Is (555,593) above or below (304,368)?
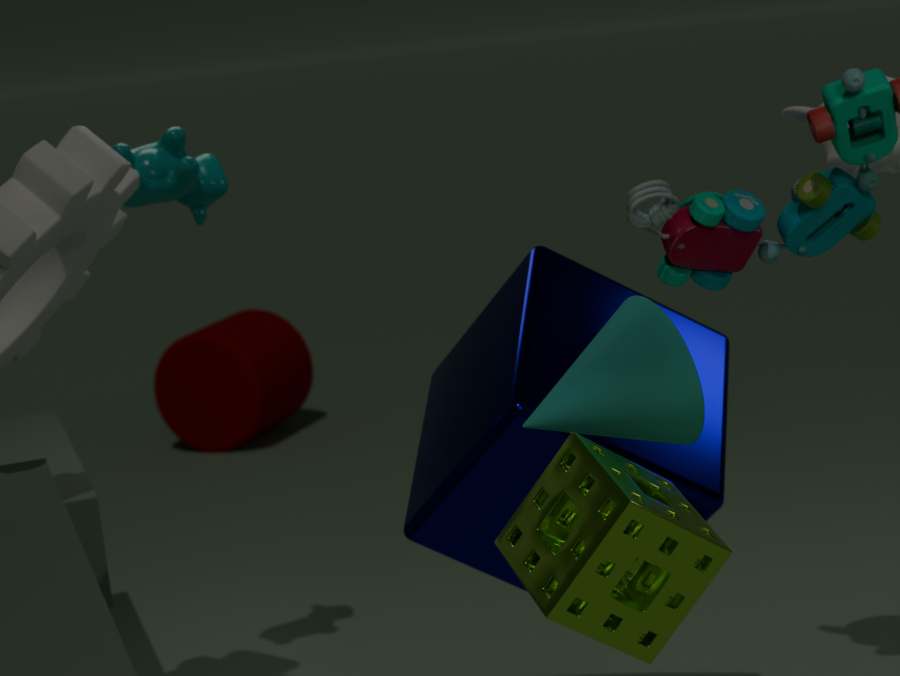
above
